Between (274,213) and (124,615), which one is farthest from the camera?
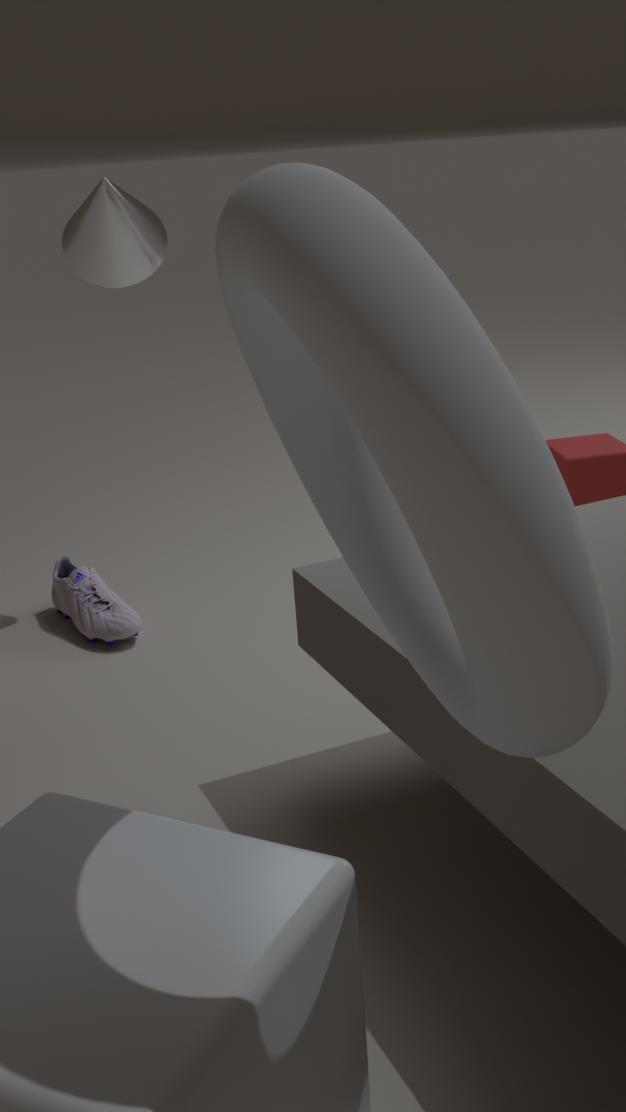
(124,615)
